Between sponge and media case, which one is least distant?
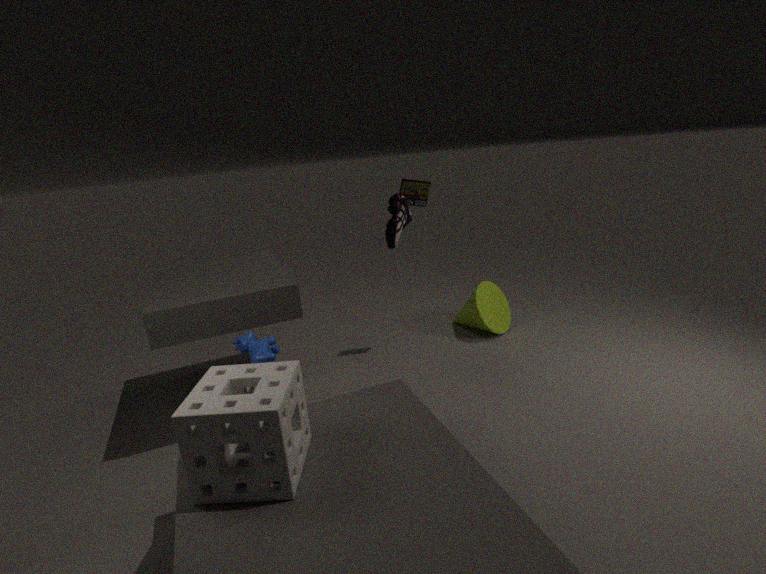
sponge
